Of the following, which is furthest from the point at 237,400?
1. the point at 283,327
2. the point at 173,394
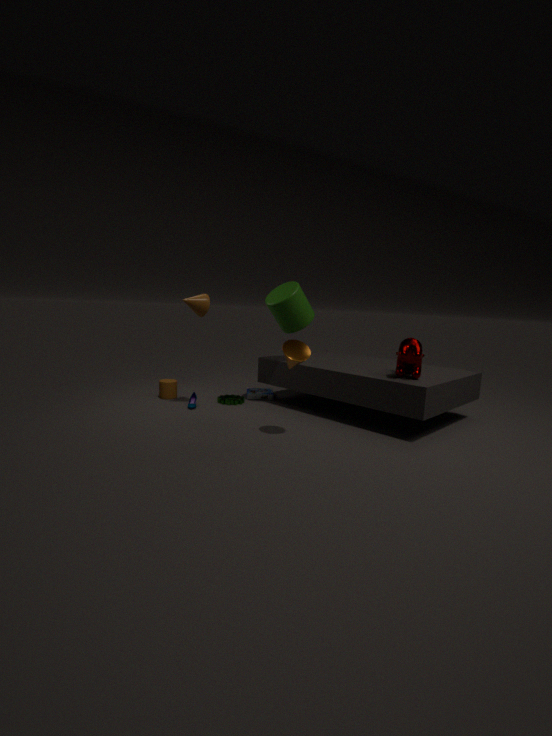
the point at 283,327
